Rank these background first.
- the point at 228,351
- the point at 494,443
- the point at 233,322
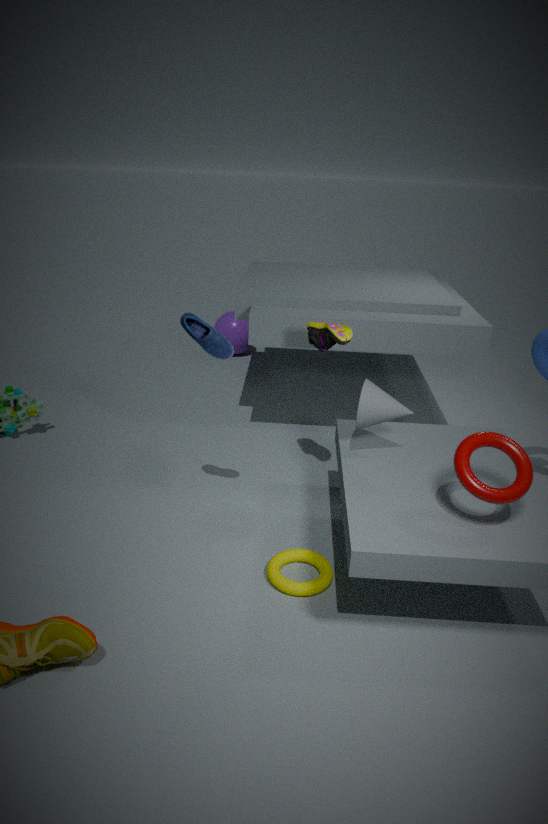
1. the point at 233,322
2. the point at 228,351
3. the point at 494,443
